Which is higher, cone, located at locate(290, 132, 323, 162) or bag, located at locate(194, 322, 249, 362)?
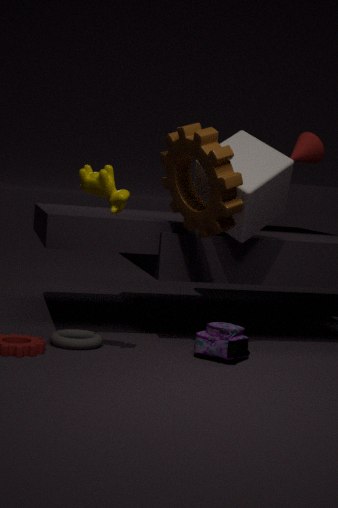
cone, located at locate(290, 132, 323, 162)
